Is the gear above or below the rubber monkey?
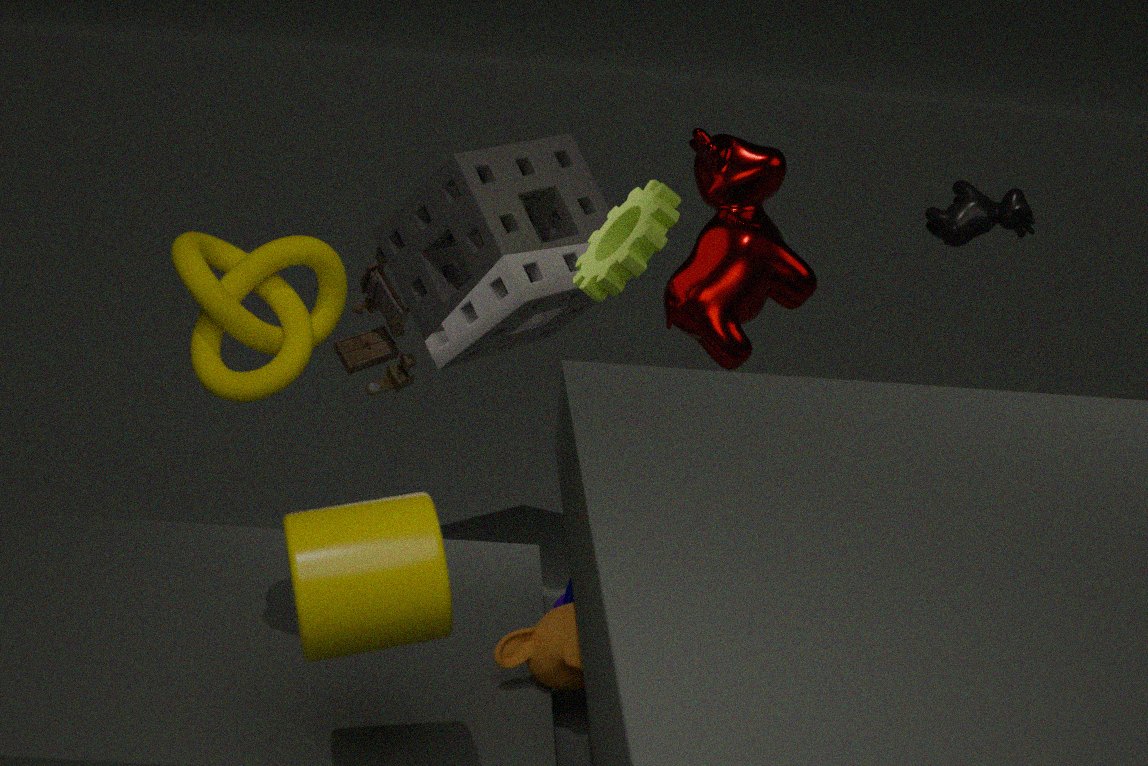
above
